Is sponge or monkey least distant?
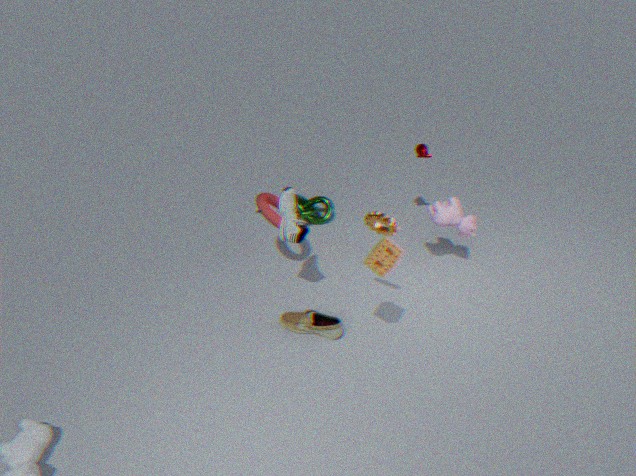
sponge
